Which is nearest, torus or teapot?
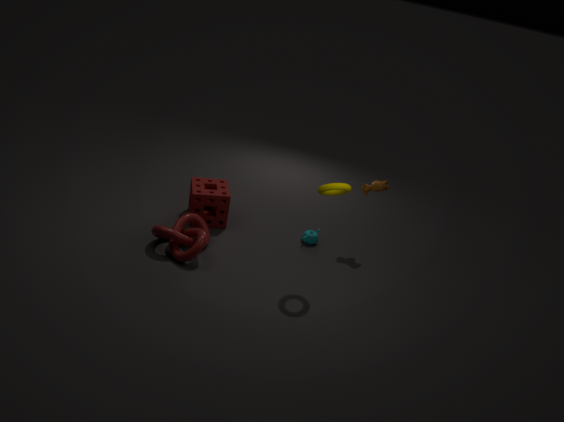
torus
